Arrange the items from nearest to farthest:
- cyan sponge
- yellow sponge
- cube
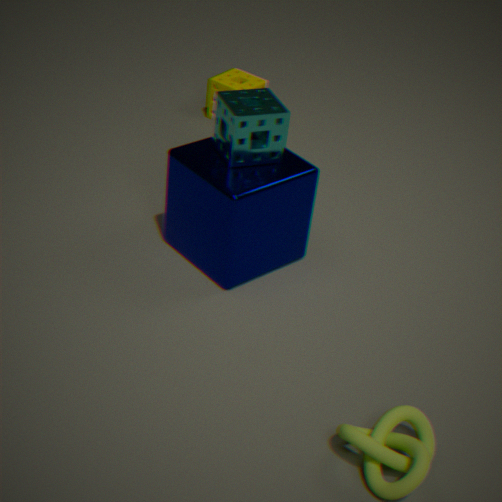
cyan sponge, cube, yellow sponge
